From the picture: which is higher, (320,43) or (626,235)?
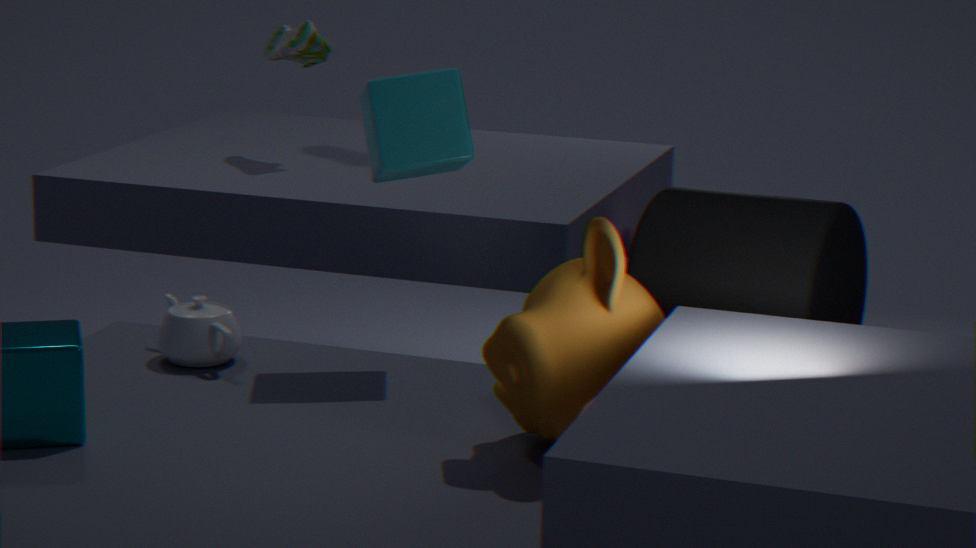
(320,43)
